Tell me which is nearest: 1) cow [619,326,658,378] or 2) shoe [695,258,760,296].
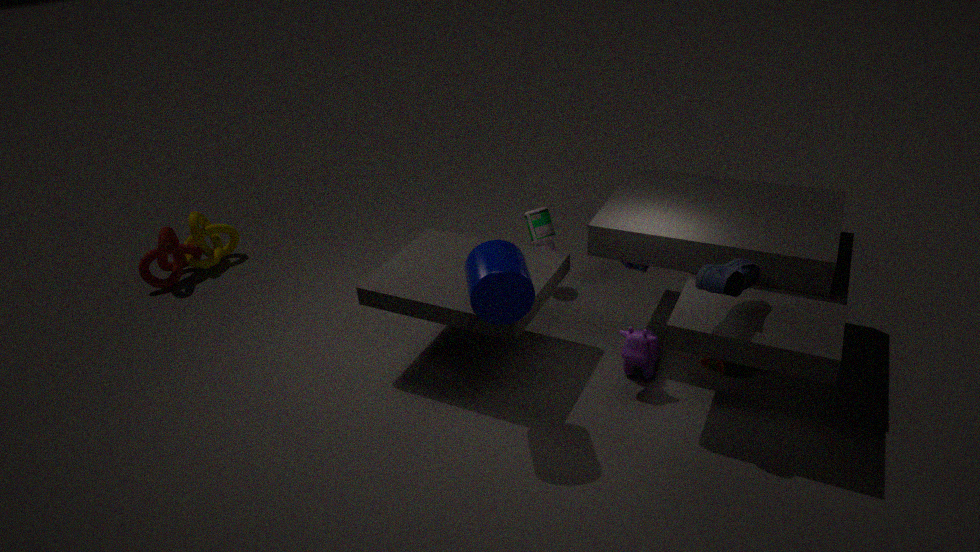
2. shoe [695,258,760,296]
